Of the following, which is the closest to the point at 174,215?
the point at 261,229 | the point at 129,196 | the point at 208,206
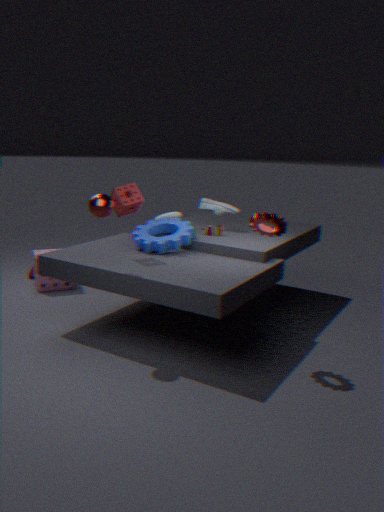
the point at 208,206
